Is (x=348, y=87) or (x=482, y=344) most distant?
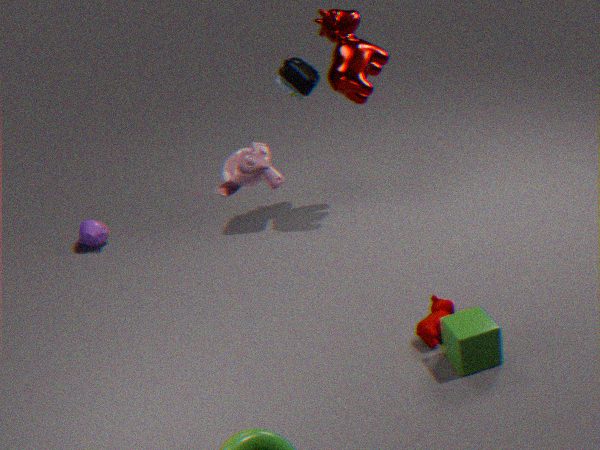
(x=348, y=87)
